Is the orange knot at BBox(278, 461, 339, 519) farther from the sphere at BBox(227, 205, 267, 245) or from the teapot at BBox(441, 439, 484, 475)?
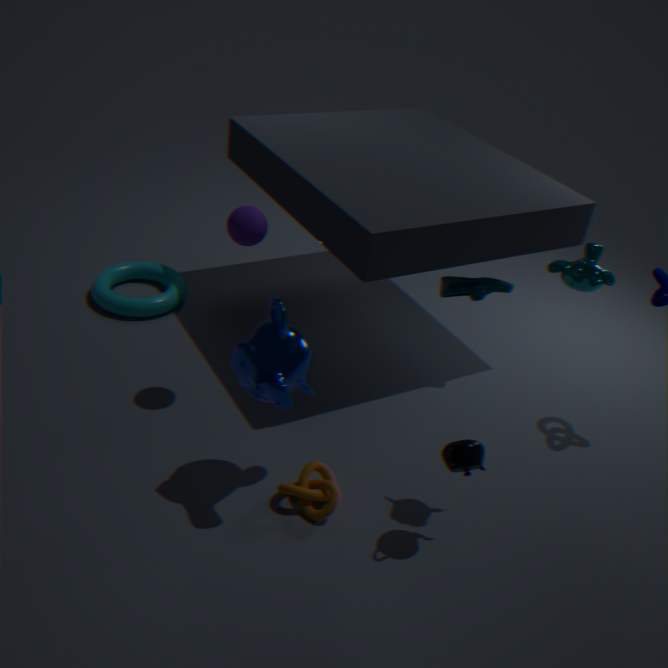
the sphere at BBox(227, 205, 267, 245)
